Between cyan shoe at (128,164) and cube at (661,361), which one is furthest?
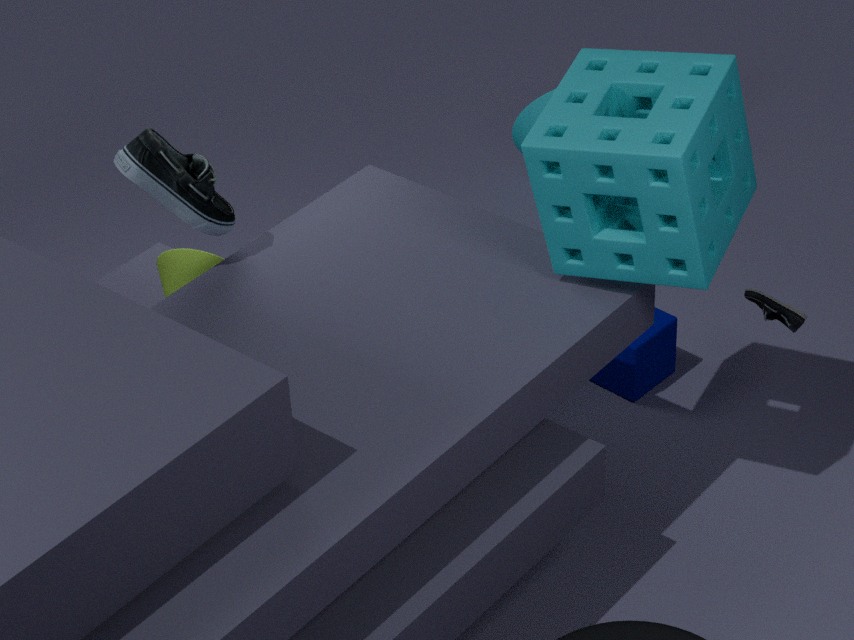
cube at (661,361)
